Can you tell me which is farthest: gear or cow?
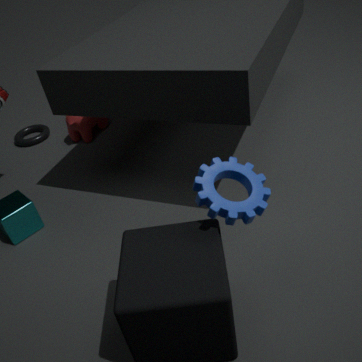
cow
